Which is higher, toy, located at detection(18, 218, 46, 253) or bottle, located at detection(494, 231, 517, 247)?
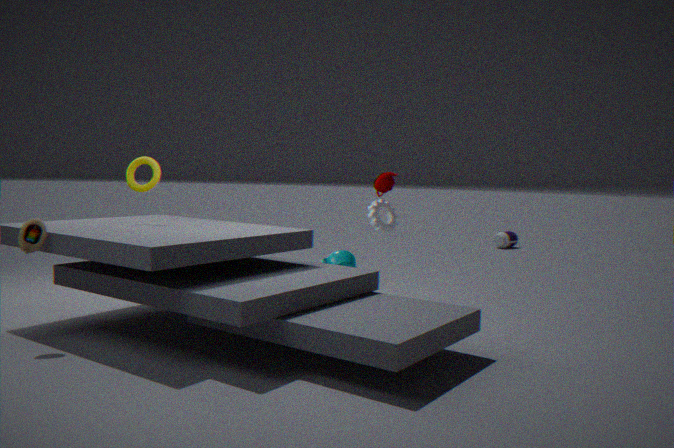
toy, located at detection(18, 218, 46, 253)
